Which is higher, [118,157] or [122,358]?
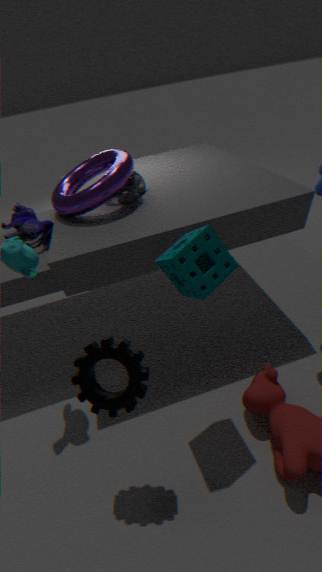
[118,157]
